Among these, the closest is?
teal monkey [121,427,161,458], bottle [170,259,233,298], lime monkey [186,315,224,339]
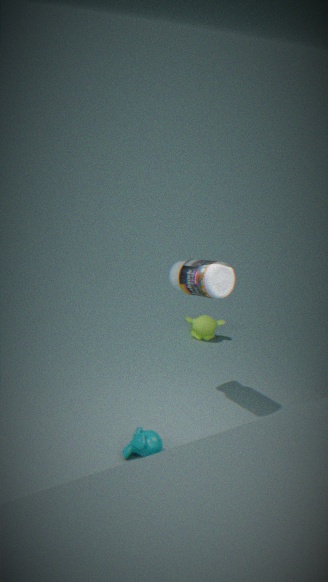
teal monkey [121,427,161,458]
